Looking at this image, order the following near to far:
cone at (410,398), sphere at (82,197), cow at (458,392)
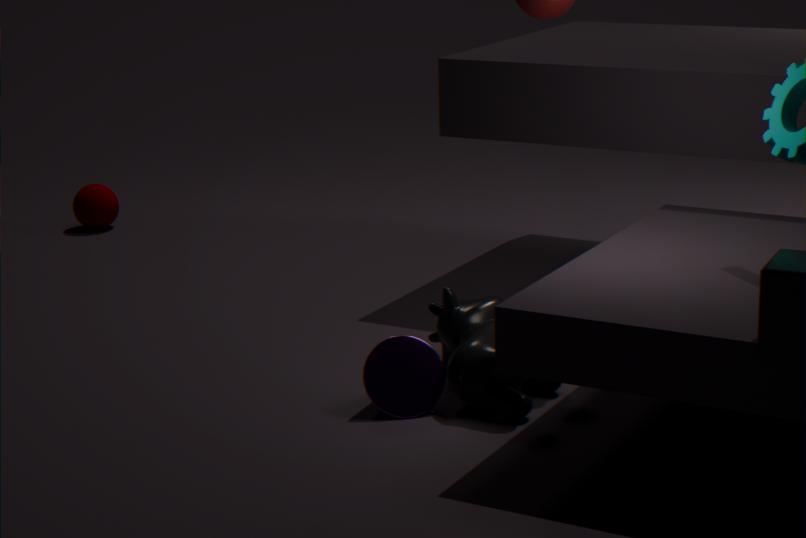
cow at (458,392) → cone at (410,398) → sphere at (82,197)
